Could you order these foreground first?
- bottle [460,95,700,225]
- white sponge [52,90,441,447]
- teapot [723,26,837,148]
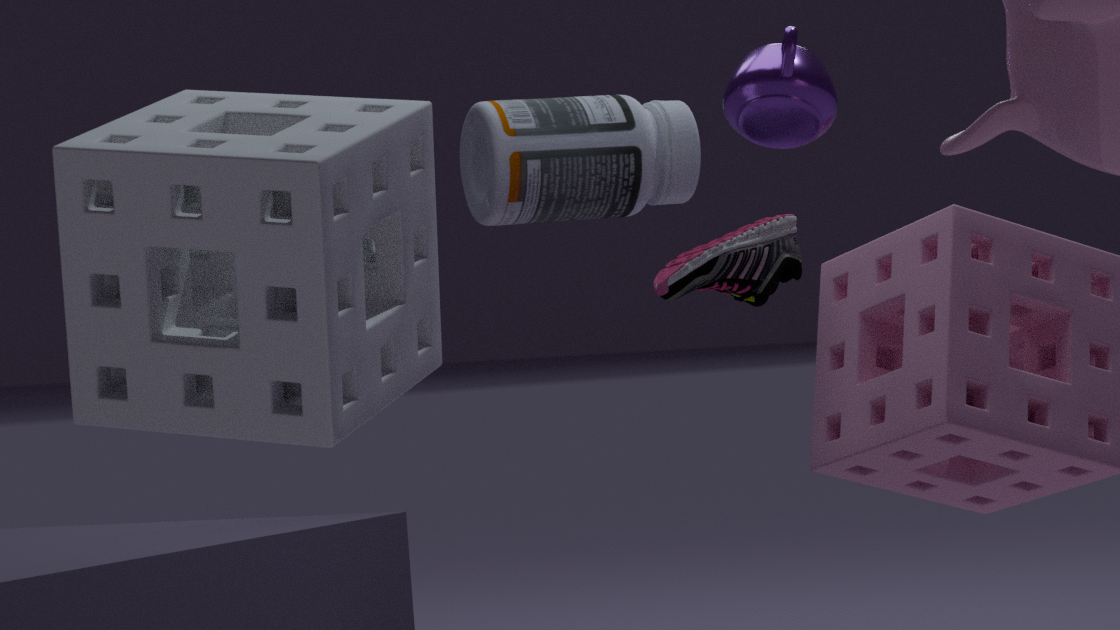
white sponge [52,90,441,447], teapot [723,26,837,148], bottle [460,95,700,225]
